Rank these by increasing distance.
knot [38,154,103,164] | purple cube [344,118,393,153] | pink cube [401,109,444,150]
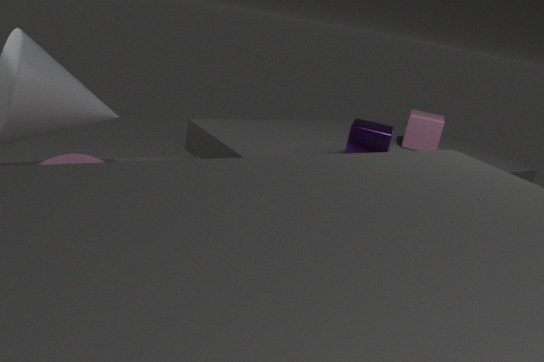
knot [38,154,103,164], purple cube [344,118,393,153], pink cube [401,109,444,150]
